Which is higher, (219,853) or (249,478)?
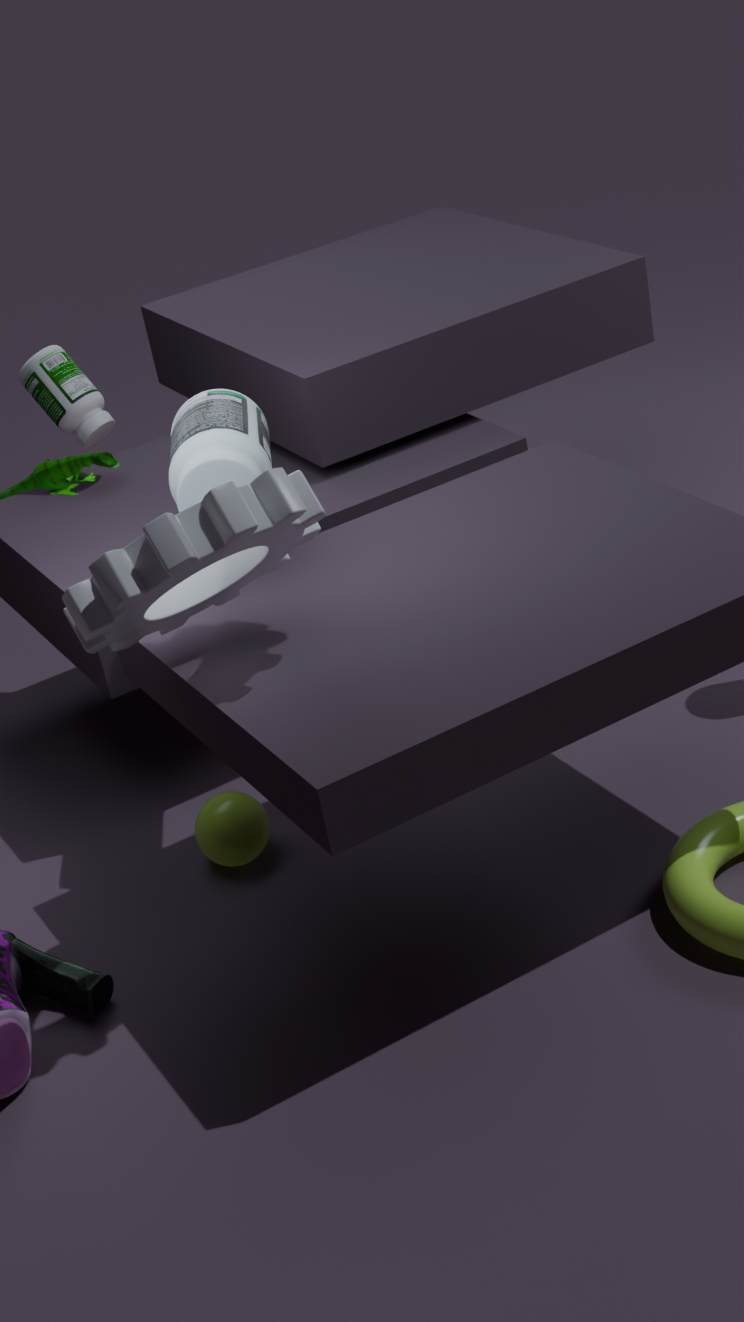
(249,478)
